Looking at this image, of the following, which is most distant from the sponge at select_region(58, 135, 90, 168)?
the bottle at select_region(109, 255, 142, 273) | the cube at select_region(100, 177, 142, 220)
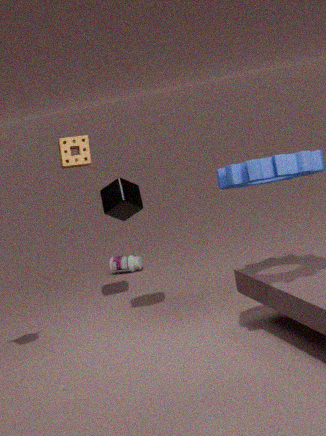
the bottle at select_region(109, 255, 142, 273)
